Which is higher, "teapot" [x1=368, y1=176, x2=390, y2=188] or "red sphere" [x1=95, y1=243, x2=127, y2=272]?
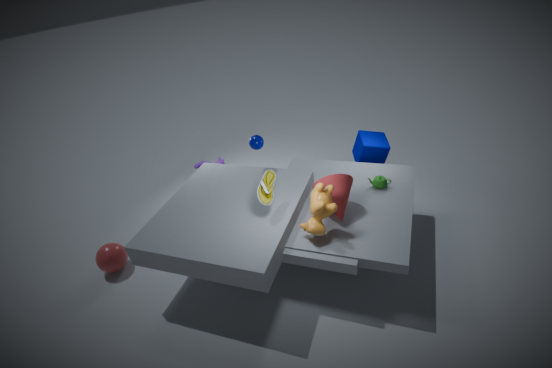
"teapot" [x1=368, y1=176, x2=390, y2=188]
